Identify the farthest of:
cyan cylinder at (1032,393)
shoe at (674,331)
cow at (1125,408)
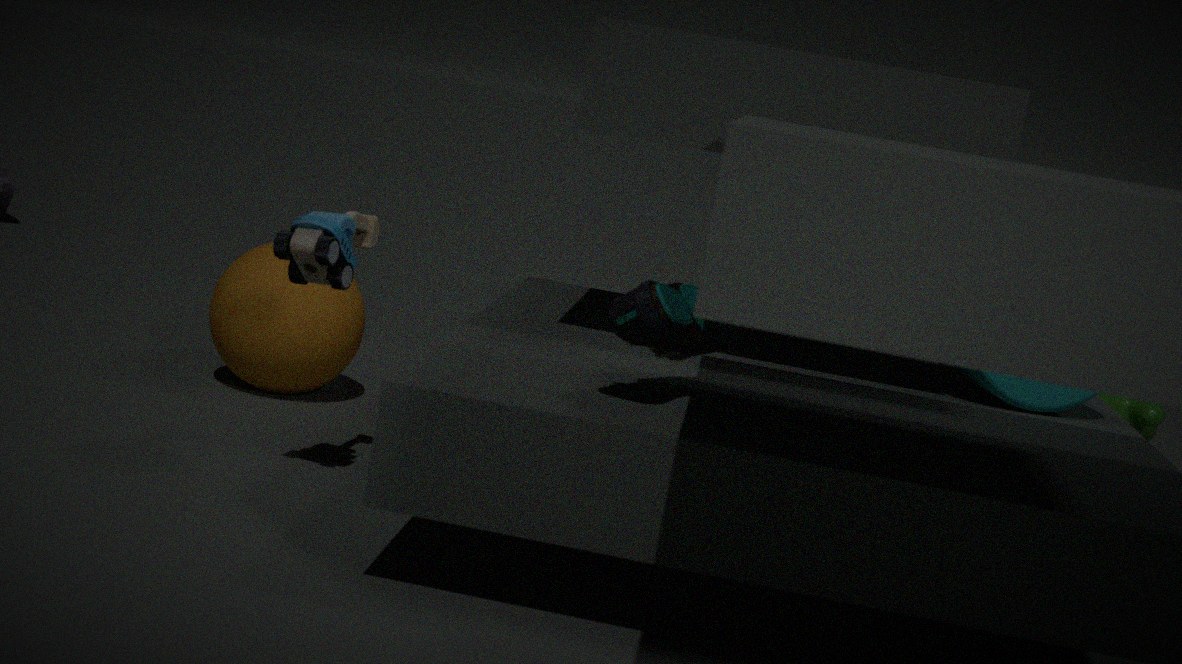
cow at (1125,408)
